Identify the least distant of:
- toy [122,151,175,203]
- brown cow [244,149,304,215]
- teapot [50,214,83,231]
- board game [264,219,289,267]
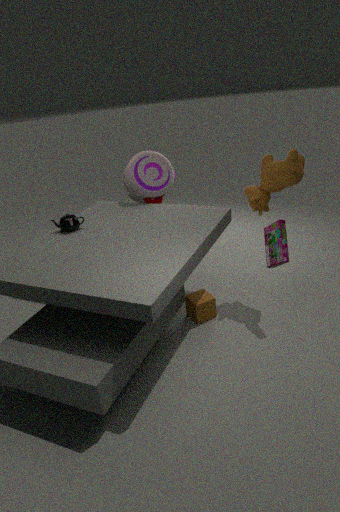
board game [264,219,289,267]
